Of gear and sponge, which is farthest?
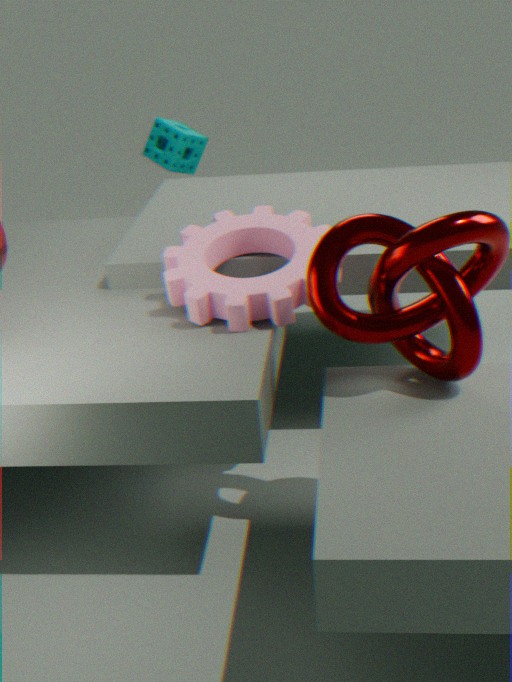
sponge
